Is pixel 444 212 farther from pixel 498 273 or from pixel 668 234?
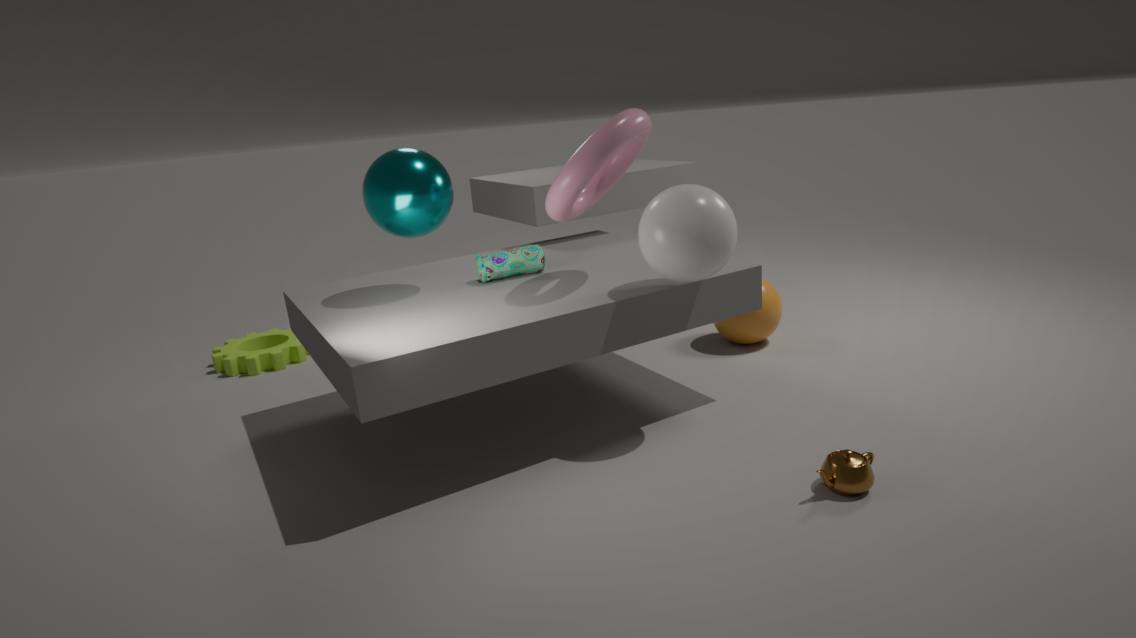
pixel 668 234
